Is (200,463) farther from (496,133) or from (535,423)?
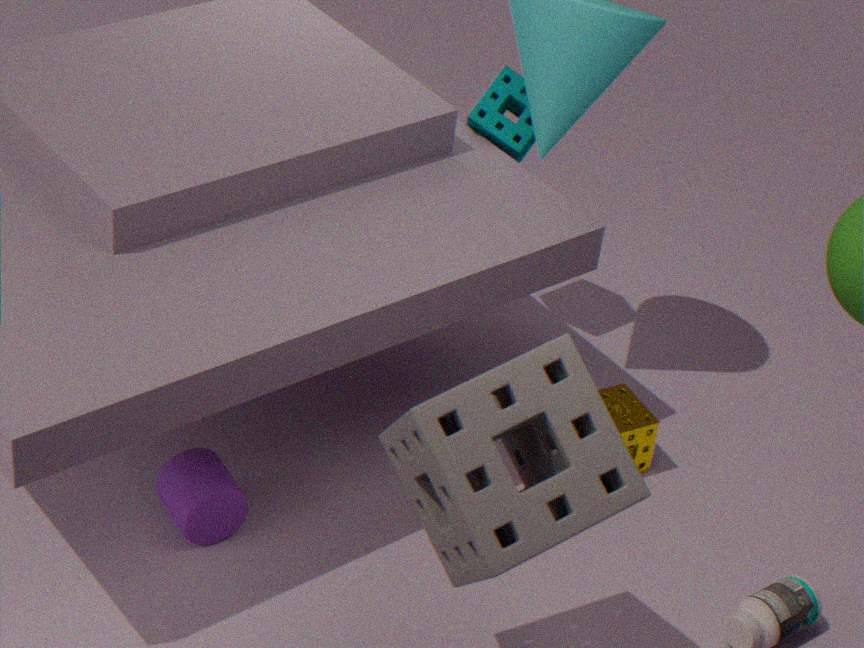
(496,133)
